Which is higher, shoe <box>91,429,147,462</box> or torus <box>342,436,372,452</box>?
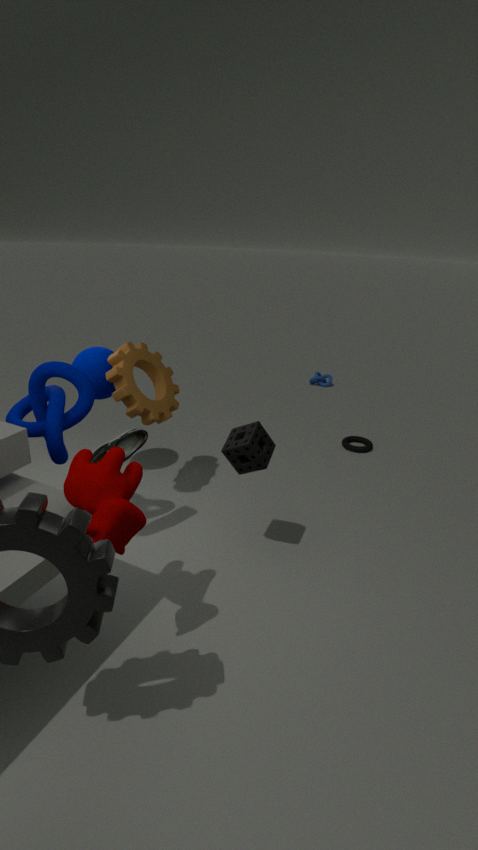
shoe <box>91,429,147,462</box>
